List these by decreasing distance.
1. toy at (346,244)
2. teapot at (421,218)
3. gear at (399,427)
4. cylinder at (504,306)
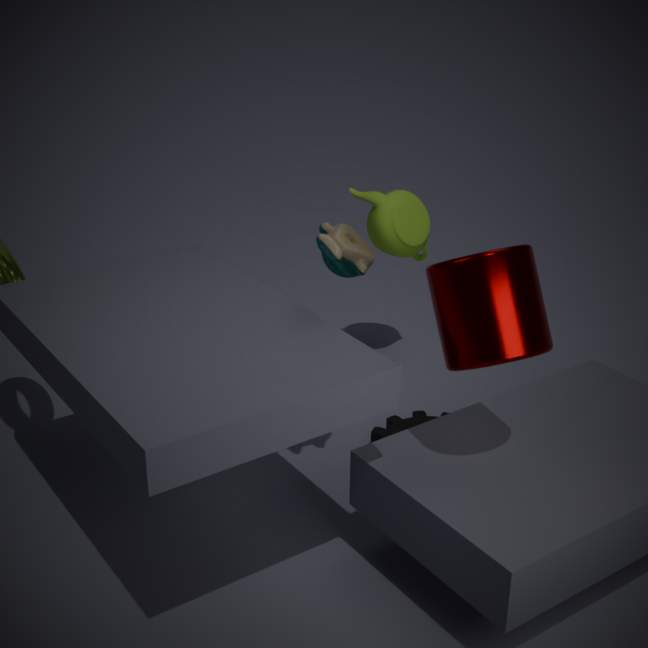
teapot at (421,218) → gear at (399,427) → toy at (346,244) → cylinder at (504,306)
